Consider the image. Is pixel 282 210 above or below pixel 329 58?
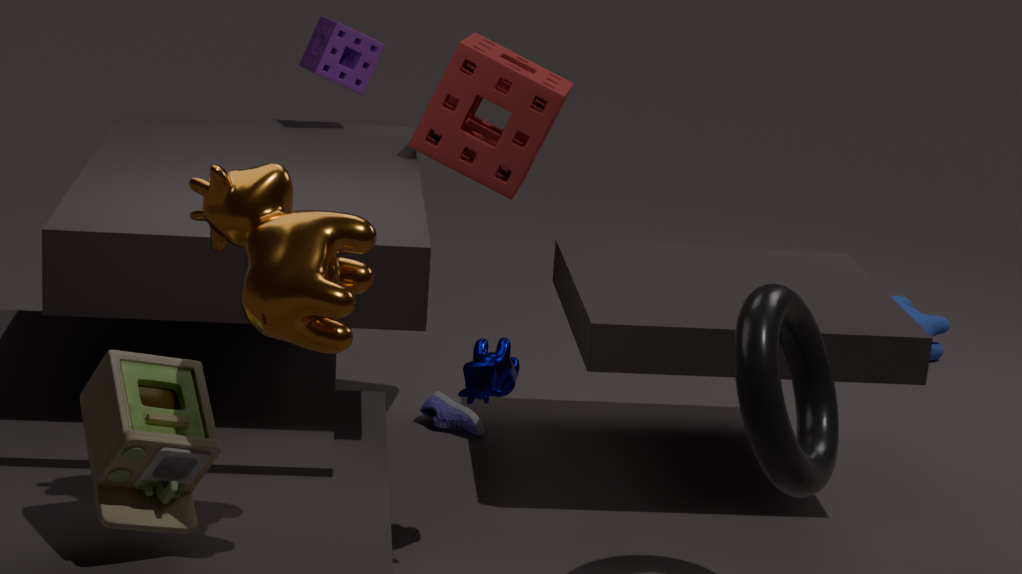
below
